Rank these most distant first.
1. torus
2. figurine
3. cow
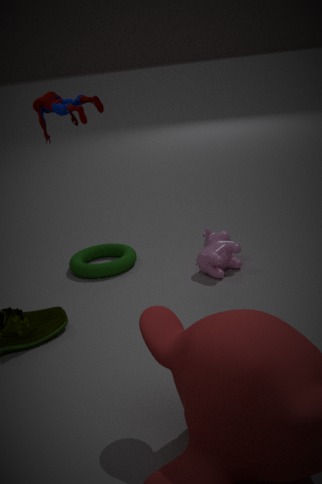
torus < cow < figurine
